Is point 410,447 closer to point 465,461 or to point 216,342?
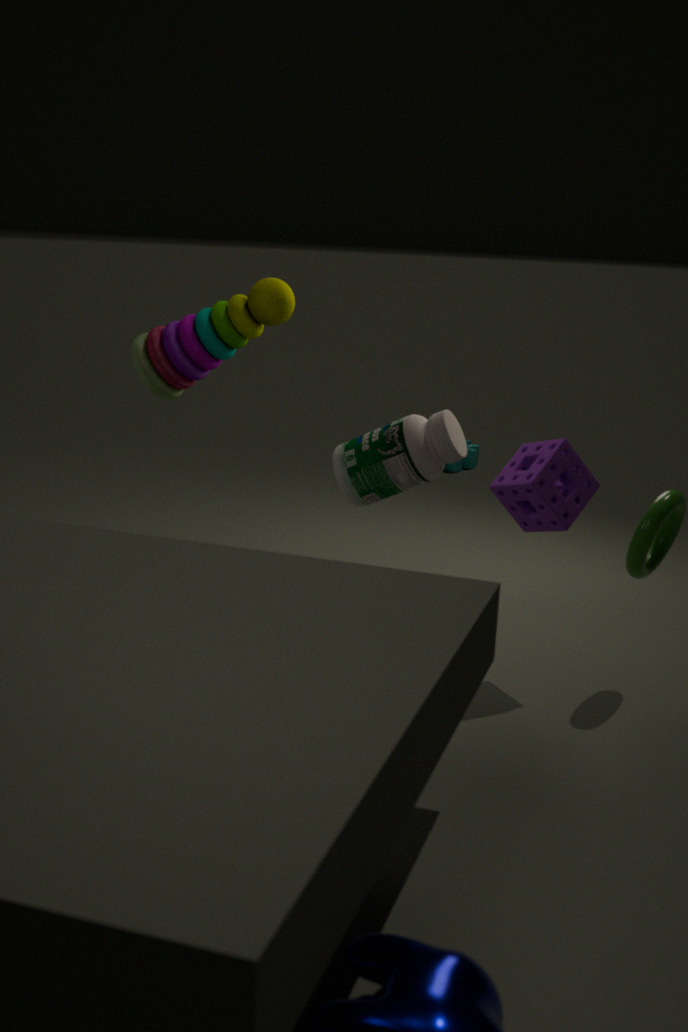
point 216,342
